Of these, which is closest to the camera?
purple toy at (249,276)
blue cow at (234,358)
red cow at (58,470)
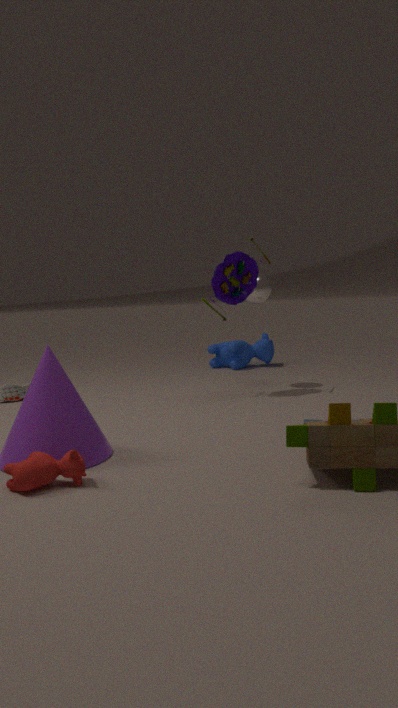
red cow at (58,470)
